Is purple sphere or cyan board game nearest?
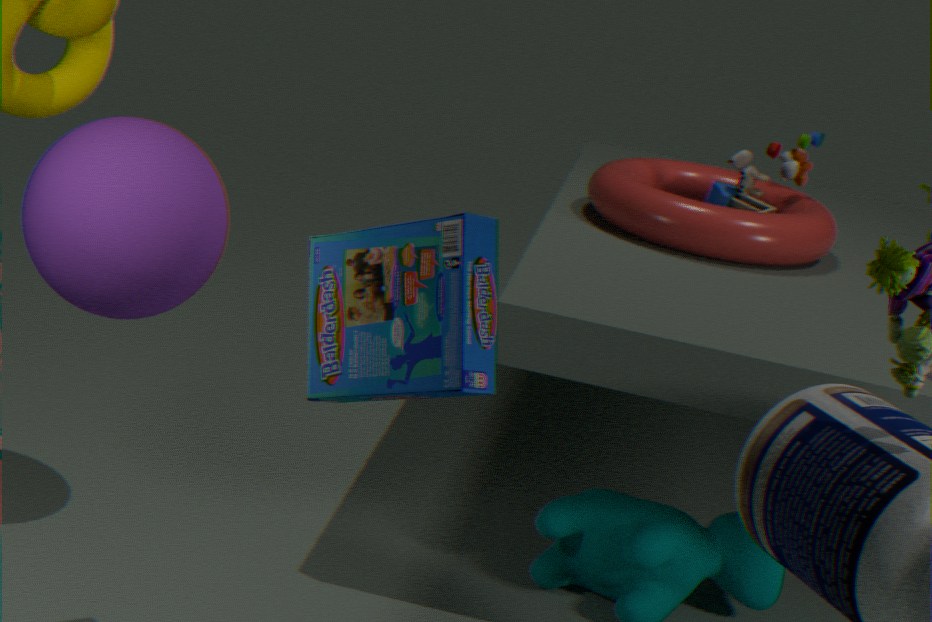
cyan board game
